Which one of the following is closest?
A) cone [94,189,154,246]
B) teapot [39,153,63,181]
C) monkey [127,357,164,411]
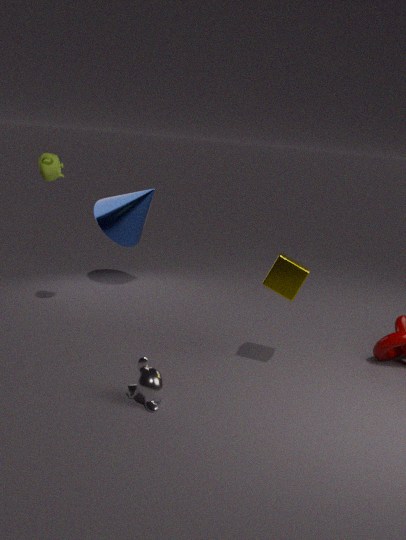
monkey [127,357,164,411]
